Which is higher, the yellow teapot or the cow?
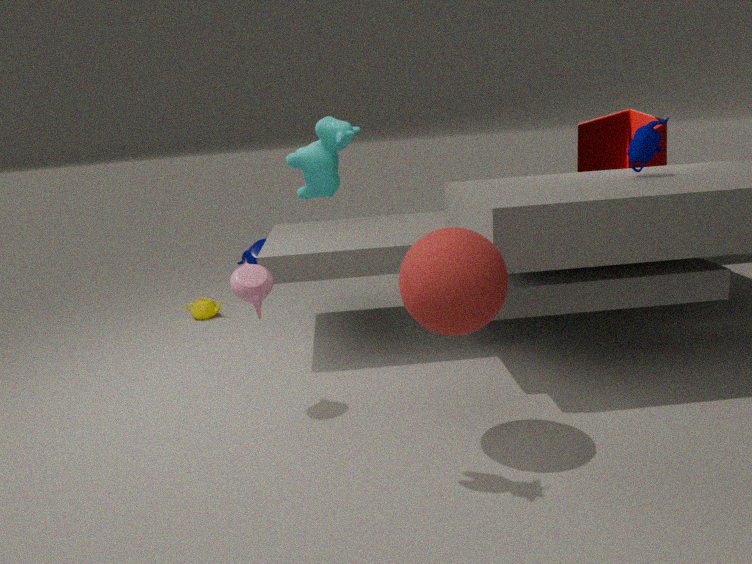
the cow
